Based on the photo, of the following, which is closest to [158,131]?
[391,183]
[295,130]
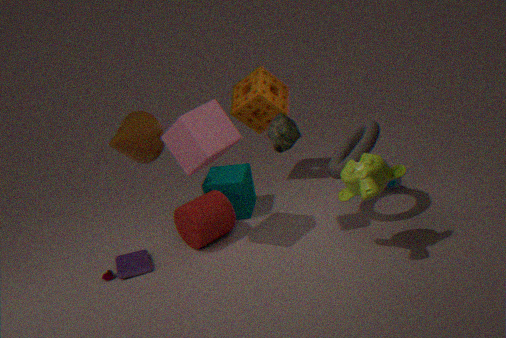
[295,130]
